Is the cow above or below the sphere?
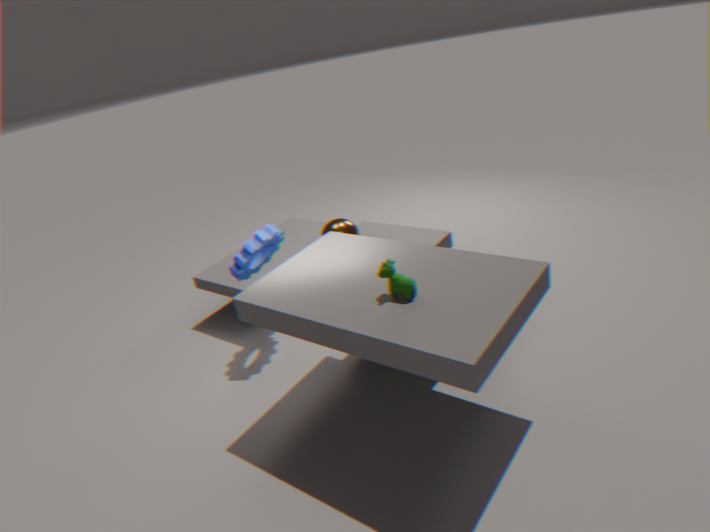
above
